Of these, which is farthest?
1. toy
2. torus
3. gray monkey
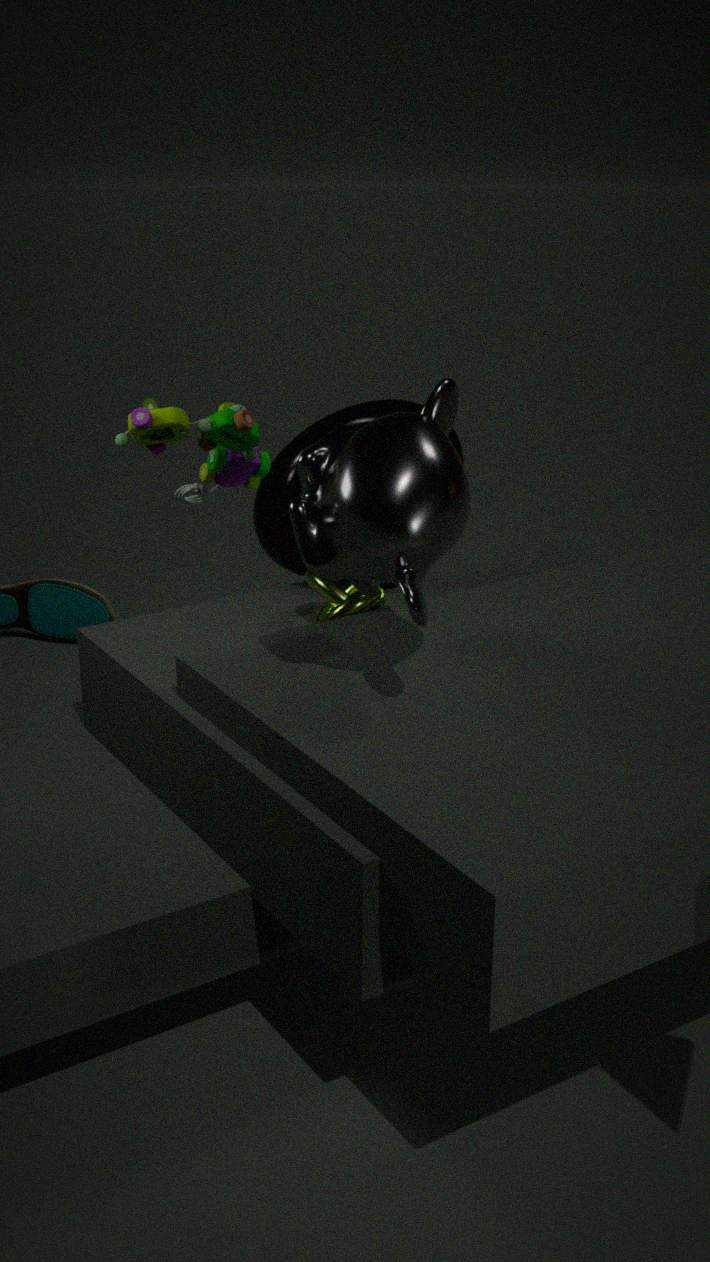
torus
